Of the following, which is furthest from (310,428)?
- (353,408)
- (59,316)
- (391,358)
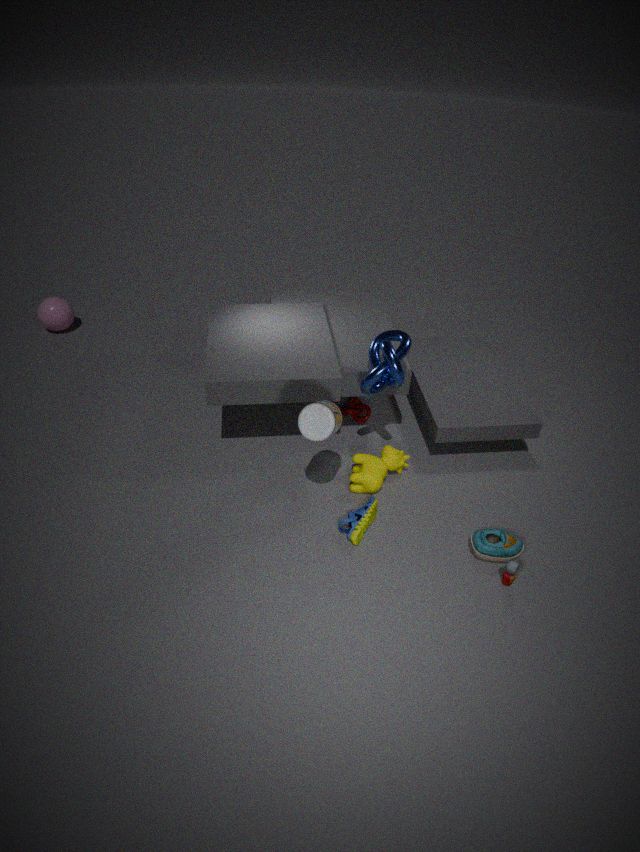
(59,316)
